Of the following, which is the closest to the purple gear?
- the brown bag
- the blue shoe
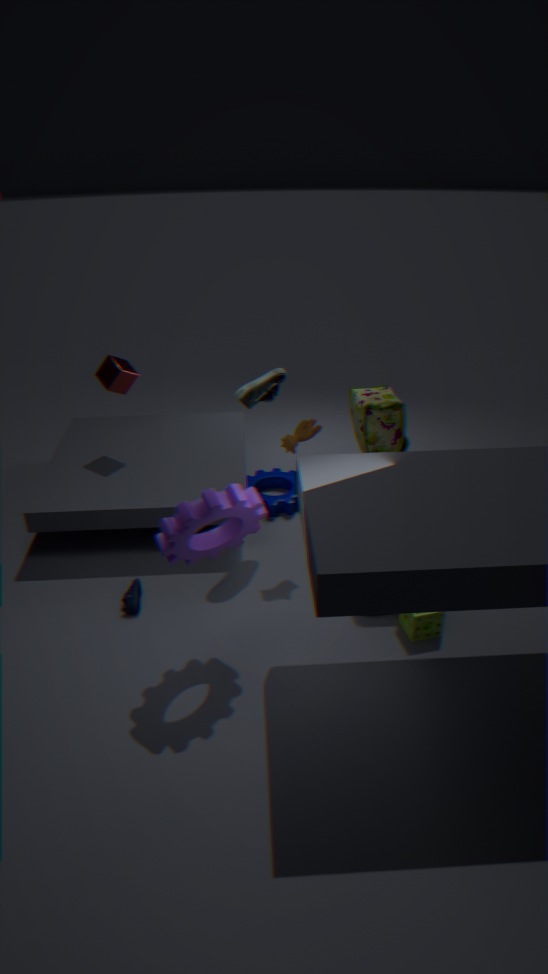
the blue shoe
